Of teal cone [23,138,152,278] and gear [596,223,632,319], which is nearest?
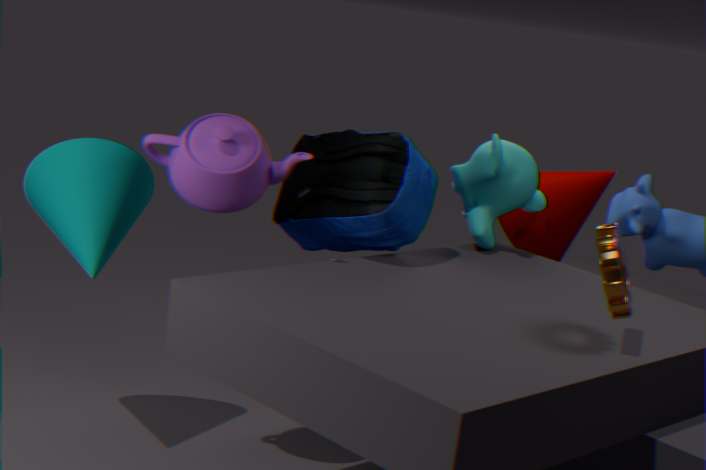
gear [596,223,632,319]
